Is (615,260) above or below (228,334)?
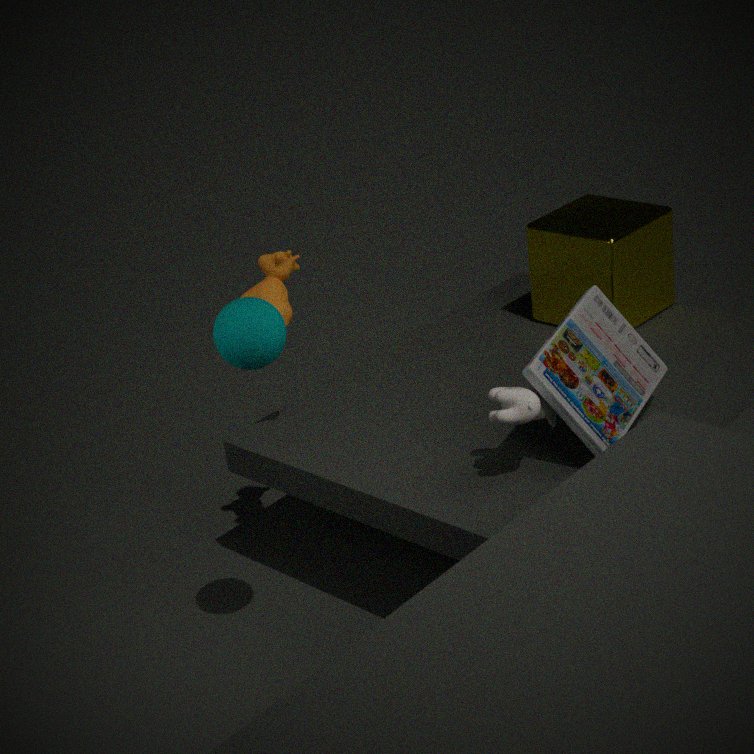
below
